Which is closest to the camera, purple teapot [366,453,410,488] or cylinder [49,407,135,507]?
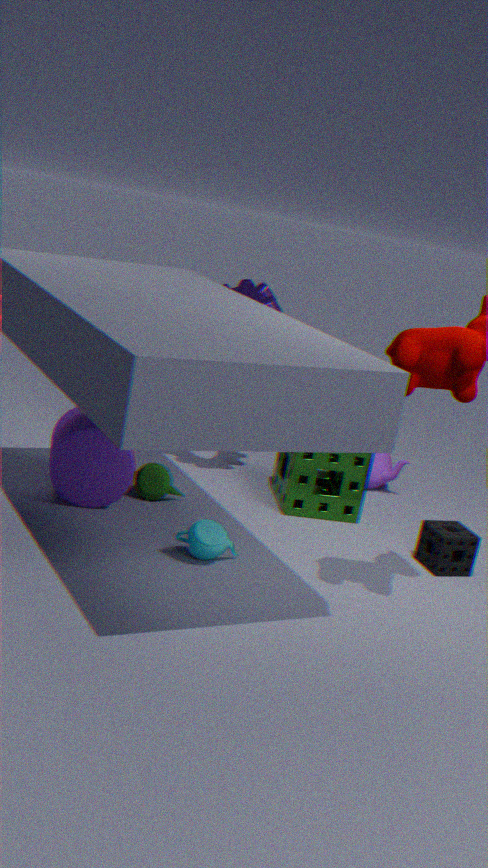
cylinder [49,407,135,507]
